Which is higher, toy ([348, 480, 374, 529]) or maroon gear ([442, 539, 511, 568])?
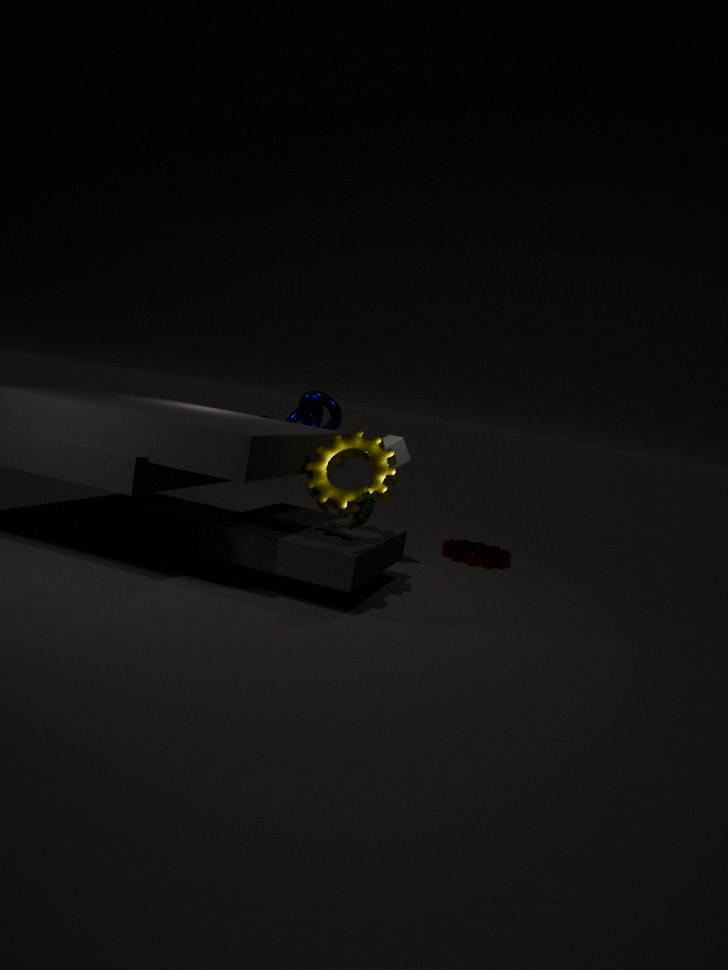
toy ([348, 480, 374, 529])
